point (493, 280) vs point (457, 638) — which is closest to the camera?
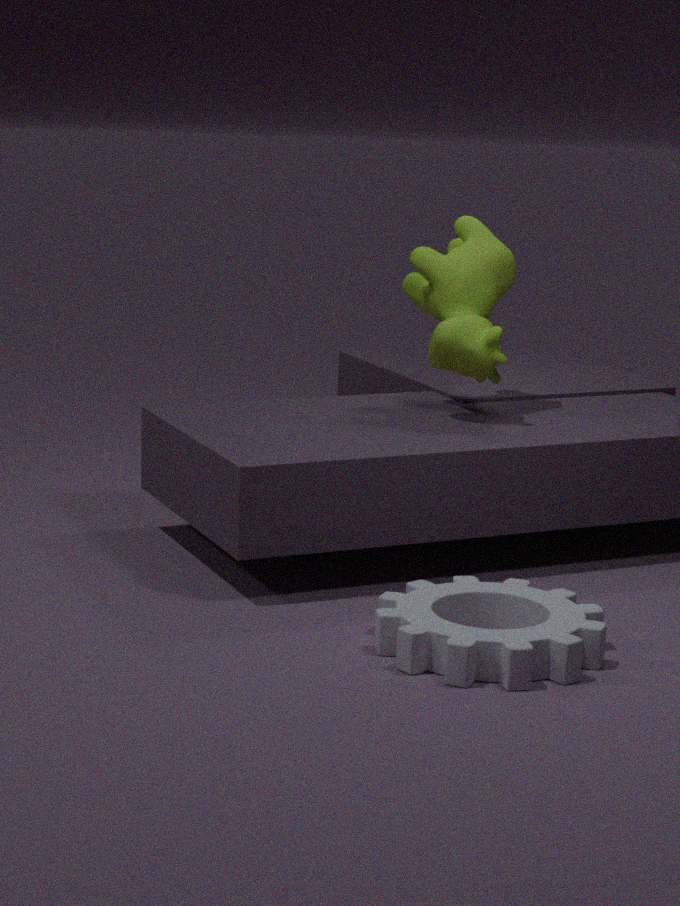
point (457, 638)
